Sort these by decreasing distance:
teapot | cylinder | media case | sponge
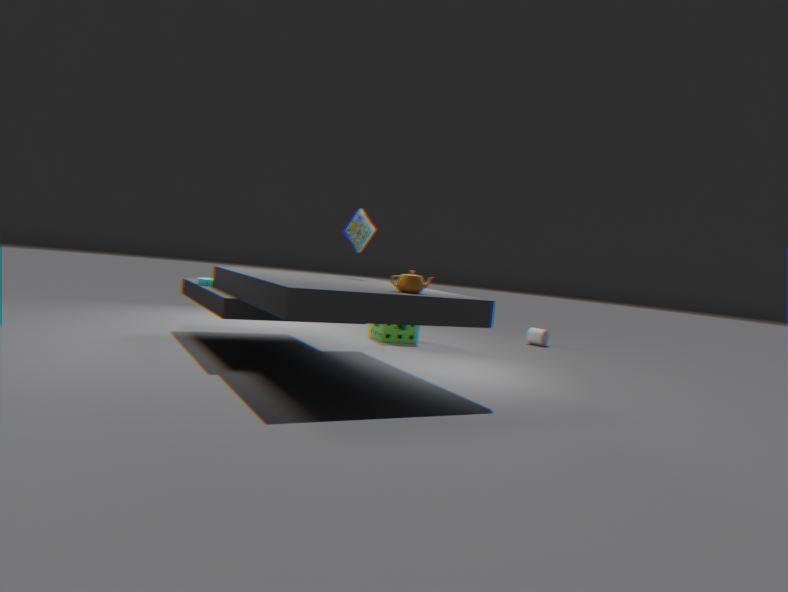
cylinder
sponge
media case
teapot
